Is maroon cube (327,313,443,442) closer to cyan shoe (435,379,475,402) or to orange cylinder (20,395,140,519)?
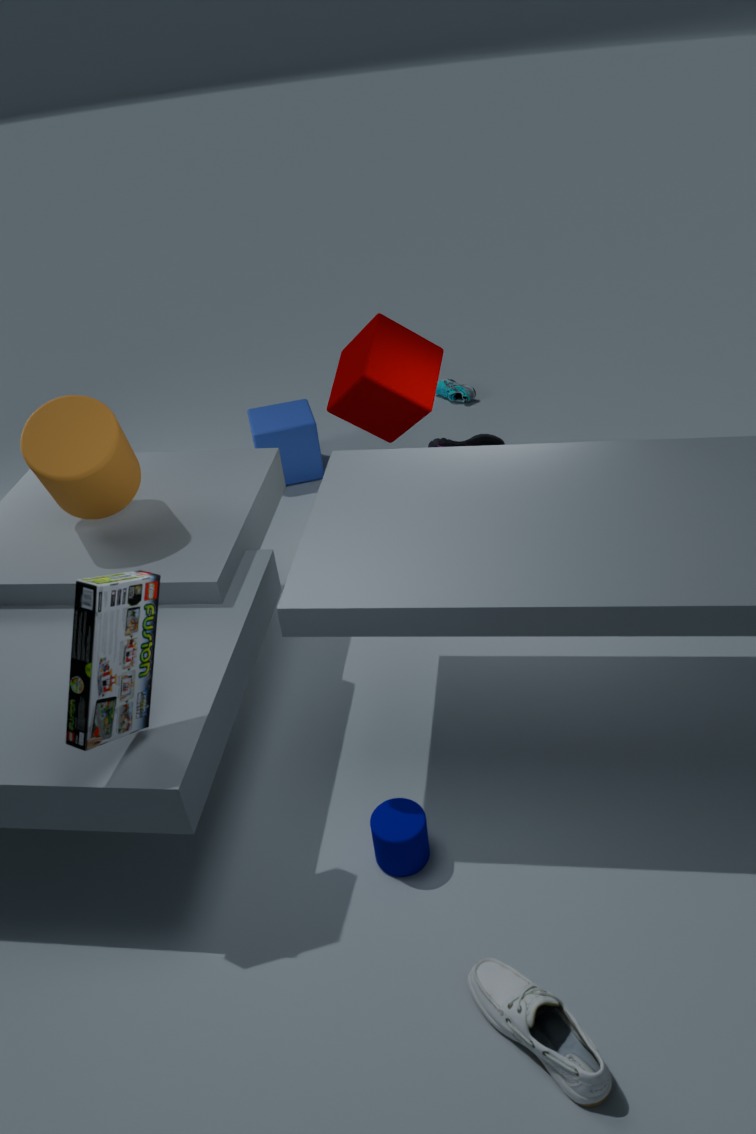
orange cylinder (20,395,140,519)
